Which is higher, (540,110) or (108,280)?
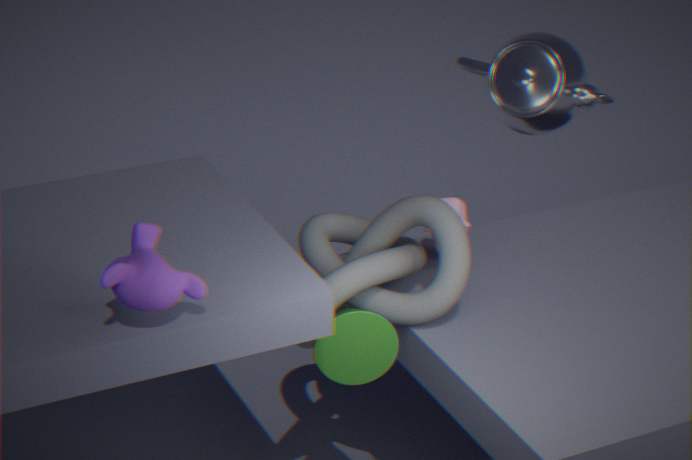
(108,280)
